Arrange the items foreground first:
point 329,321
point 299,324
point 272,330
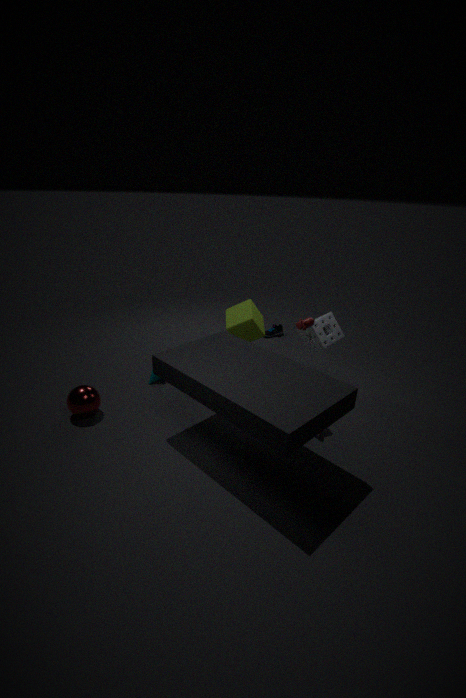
1. point 299,324
2. point 329,321
3. point 272,330
